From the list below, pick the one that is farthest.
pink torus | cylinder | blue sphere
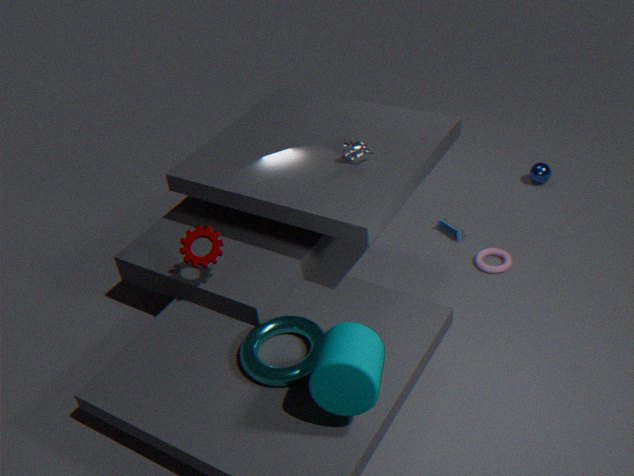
blue sphere
